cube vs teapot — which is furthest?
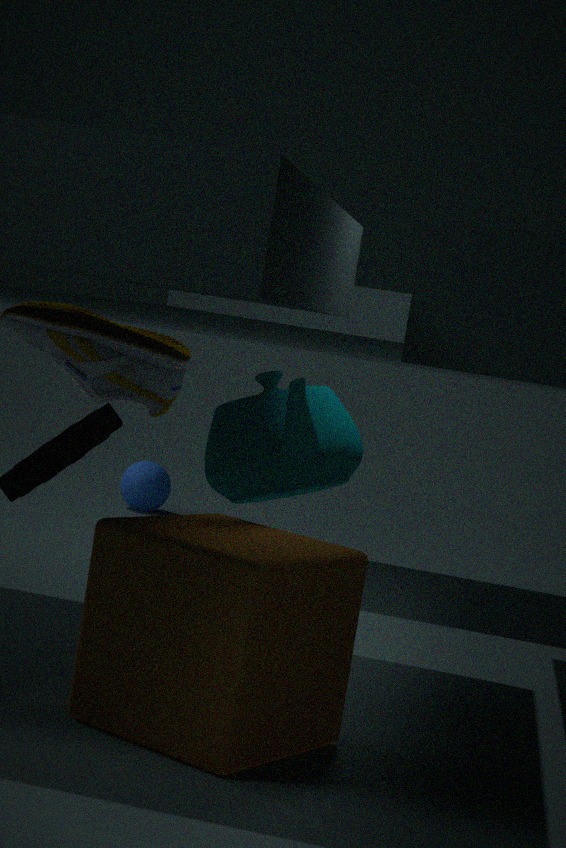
teapot
